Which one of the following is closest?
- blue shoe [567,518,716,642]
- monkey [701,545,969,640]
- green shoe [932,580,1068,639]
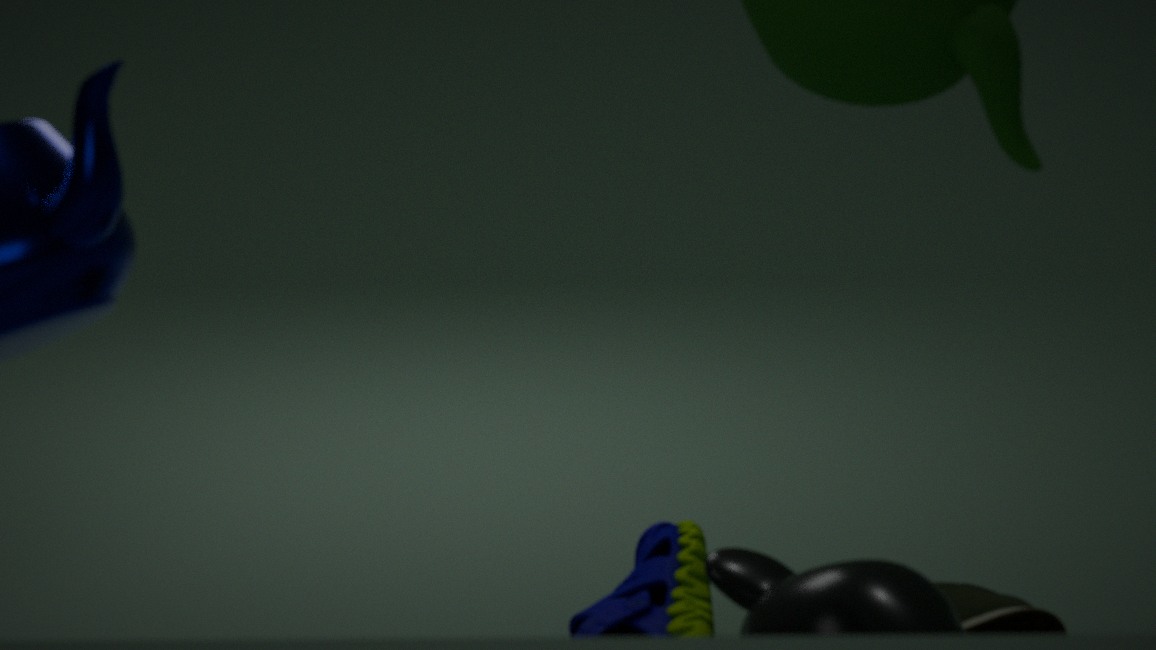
monkey [701,545,969,640]
